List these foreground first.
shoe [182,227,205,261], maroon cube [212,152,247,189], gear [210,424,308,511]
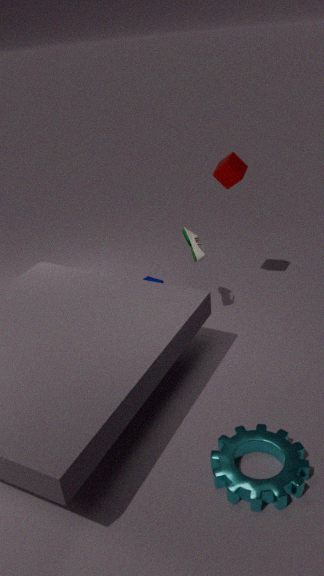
gear [210,424,308,511] < shoe [182,227,205,261] < maroon cube [212,152,247,189]
